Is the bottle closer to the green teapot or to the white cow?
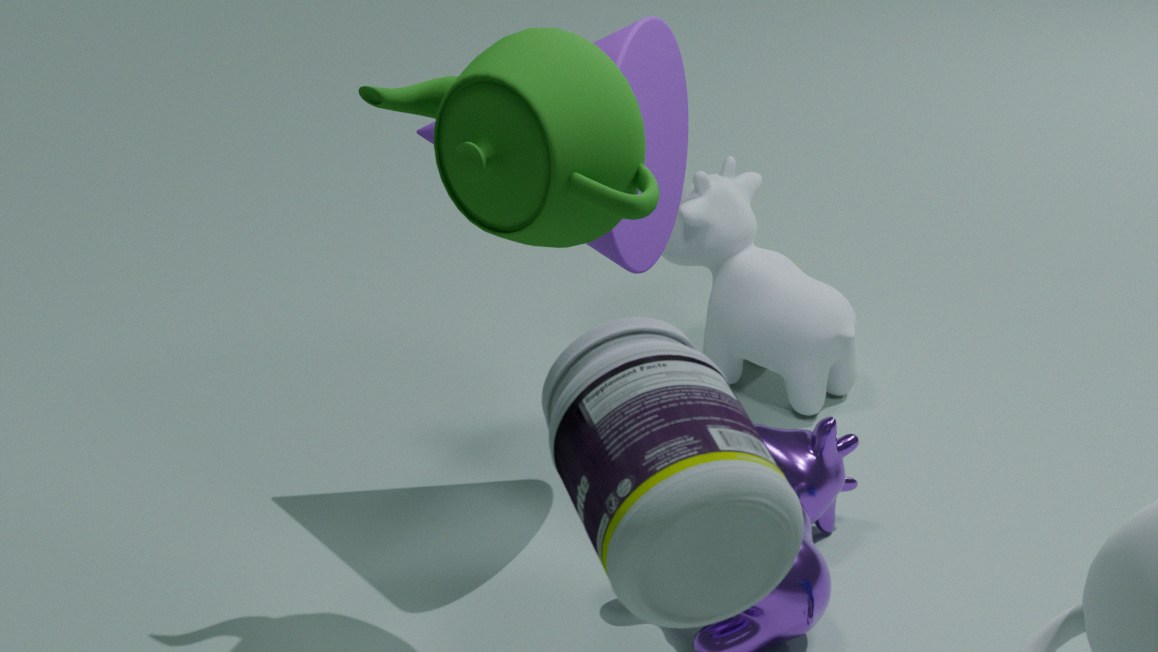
the green teapot
